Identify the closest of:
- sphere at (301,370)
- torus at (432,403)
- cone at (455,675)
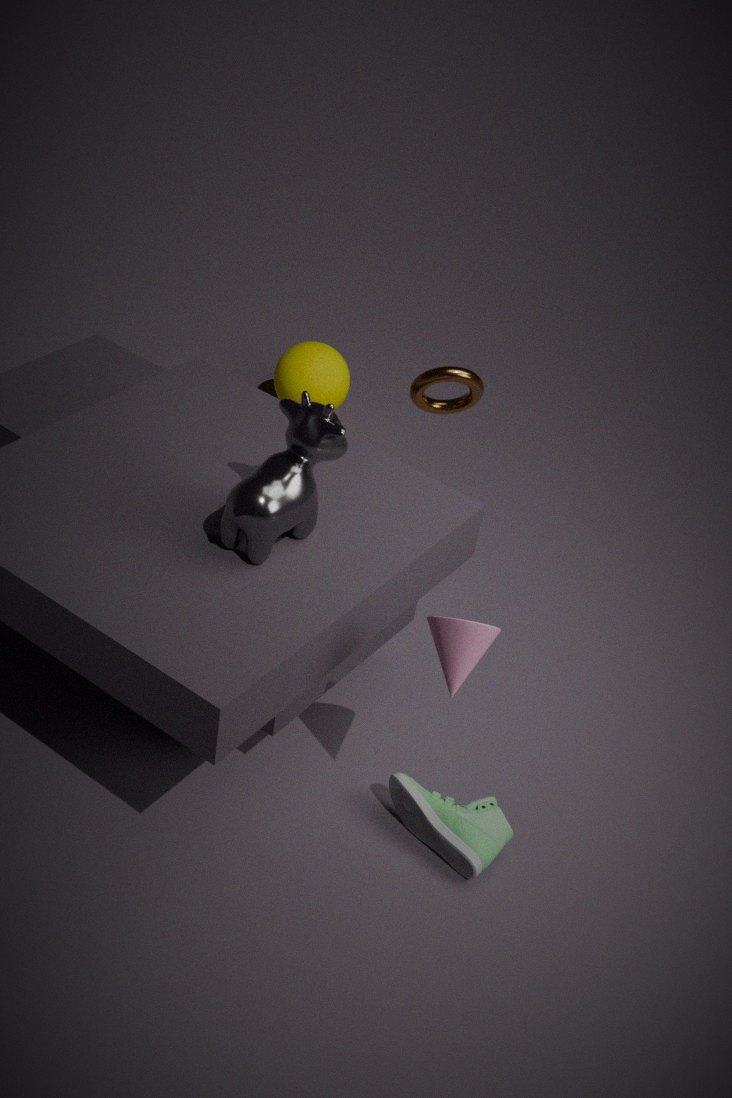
cone at (455,675)
